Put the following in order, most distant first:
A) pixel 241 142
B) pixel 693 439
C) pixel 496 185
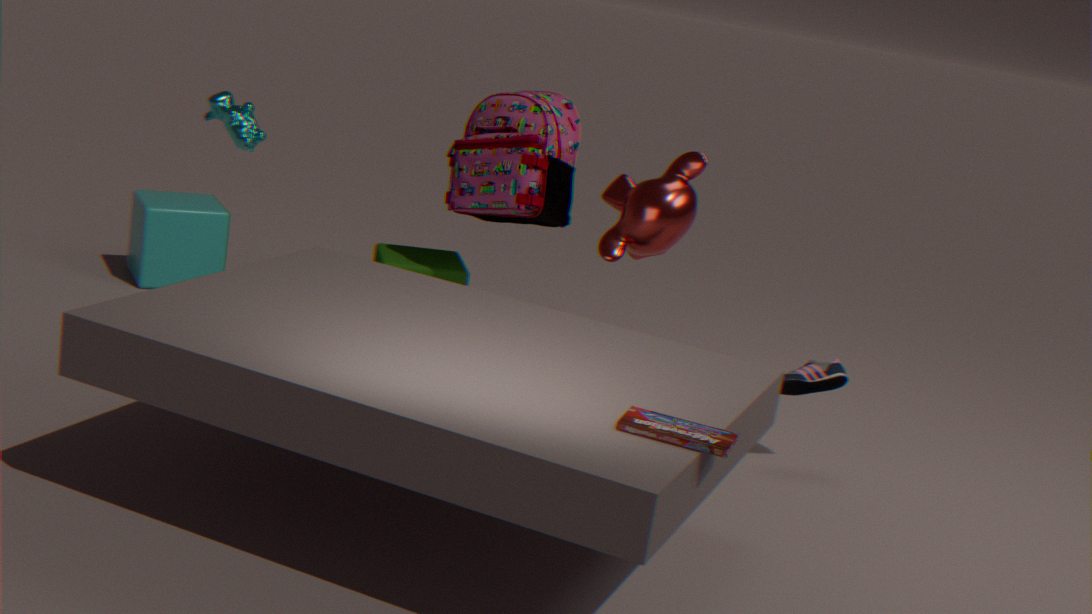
1. pixel 496 185
2. pixel 241 142
3. pixel 693 439
